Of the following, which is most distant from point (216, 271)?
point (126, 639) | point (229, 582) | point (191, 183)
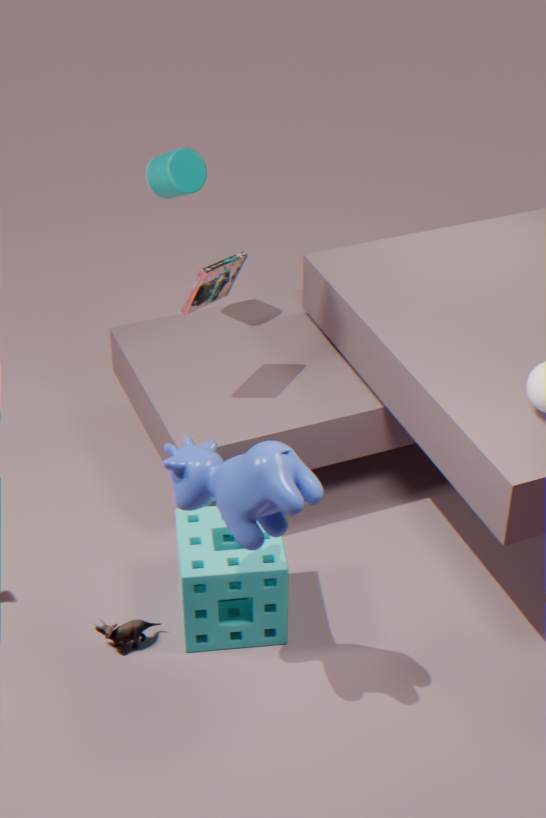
point (126, 639)
